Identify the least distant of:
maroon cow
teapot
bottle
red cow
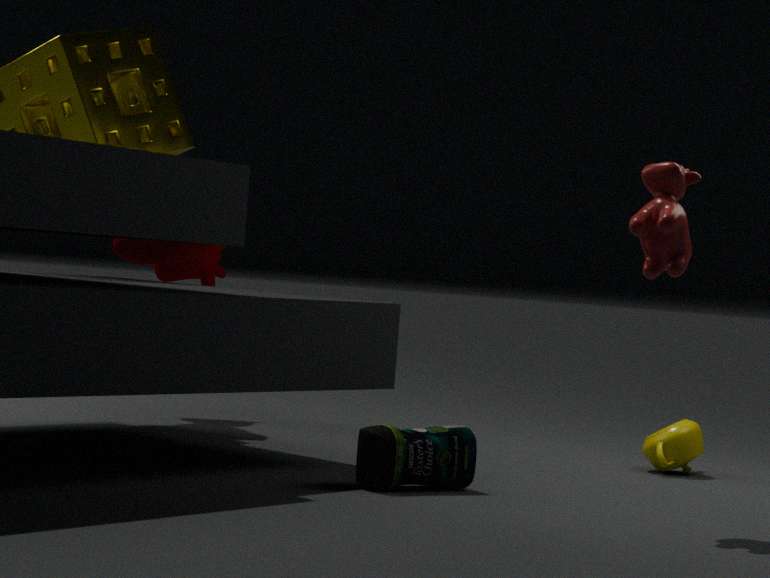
red cow
